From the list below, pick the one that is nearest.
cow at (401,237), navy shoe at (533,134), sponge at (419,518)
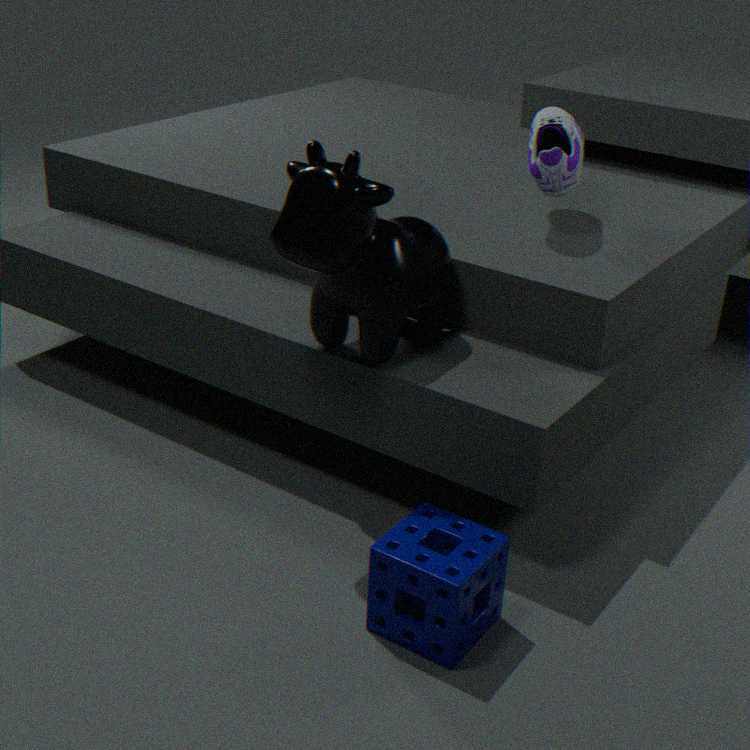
sponge at (419,518)
